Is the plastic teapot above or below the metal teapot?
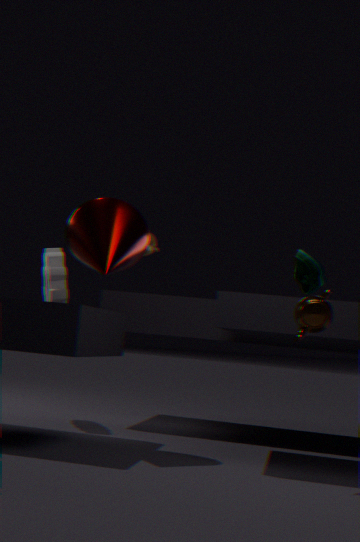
above
